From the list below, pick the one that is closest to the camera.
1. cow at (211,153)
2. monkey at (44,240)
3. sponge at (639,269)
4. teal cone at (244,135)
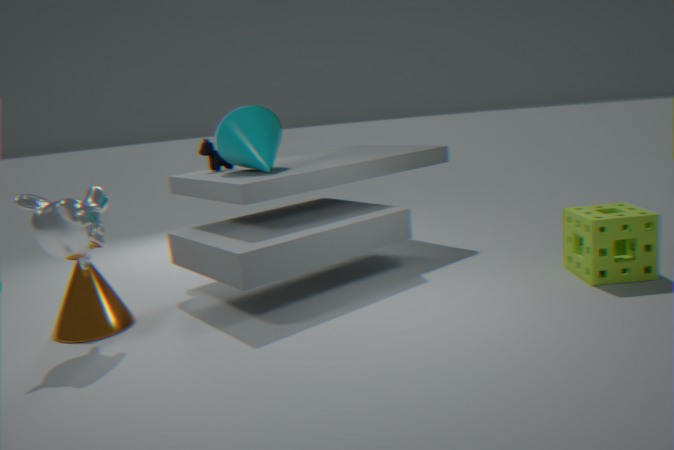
monkey at (44,240)
